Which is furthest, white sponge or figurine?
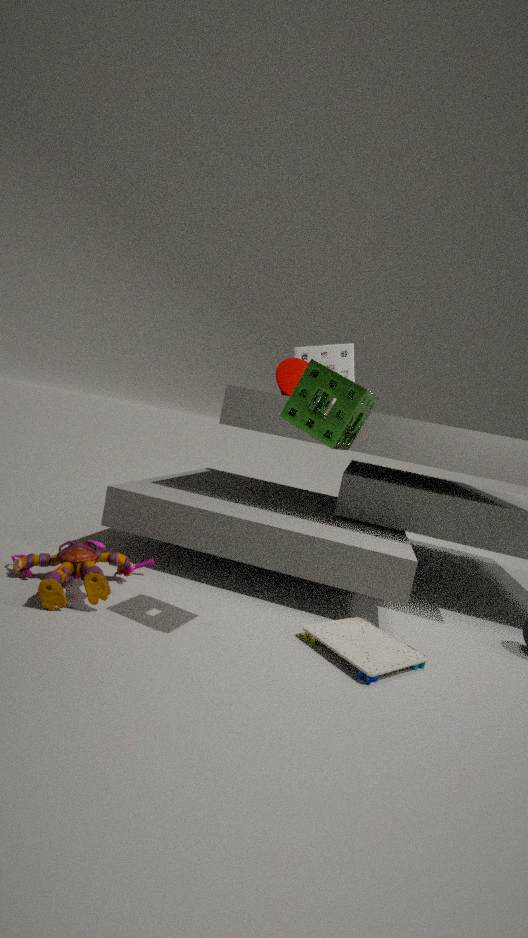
white sponge
